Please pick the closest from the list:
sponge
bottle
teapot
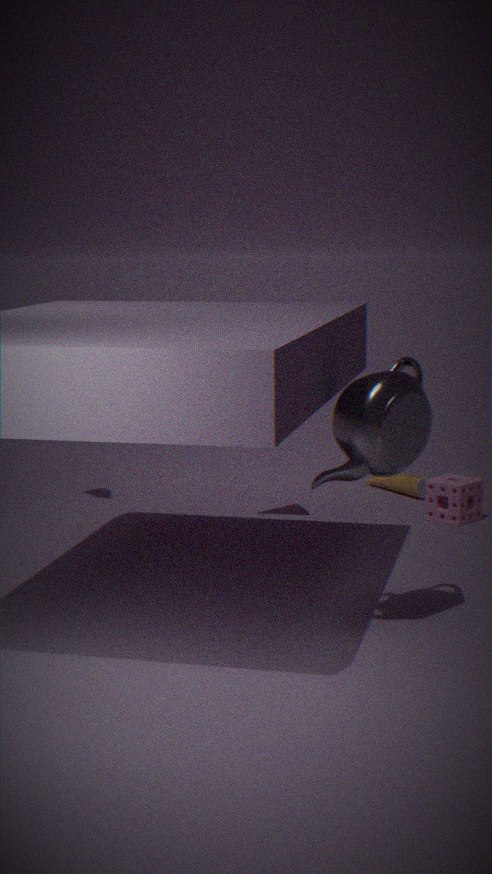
teapot
